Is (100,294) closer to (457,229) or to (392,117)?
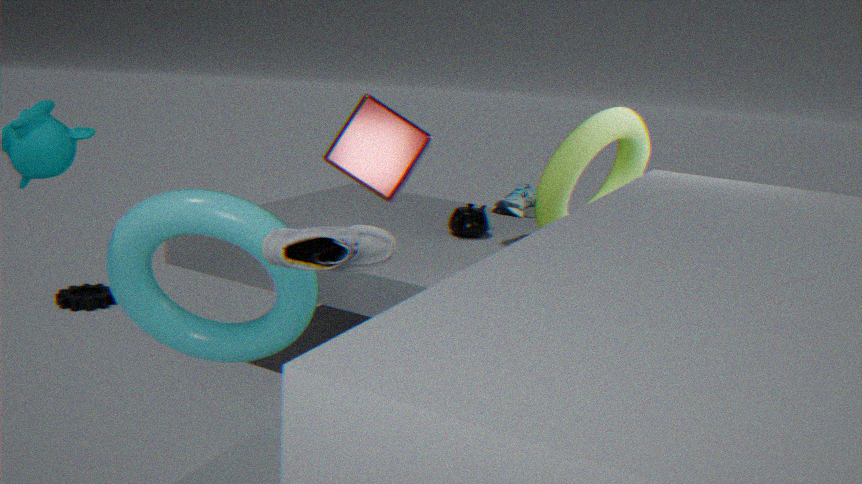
(457,229)
